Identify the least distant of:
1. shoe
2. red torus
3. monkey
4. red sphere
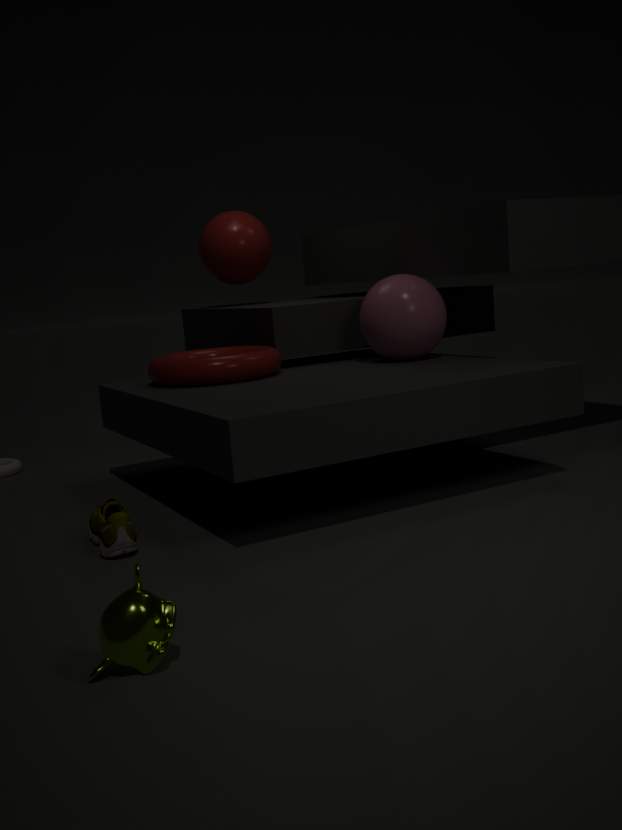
monkey
